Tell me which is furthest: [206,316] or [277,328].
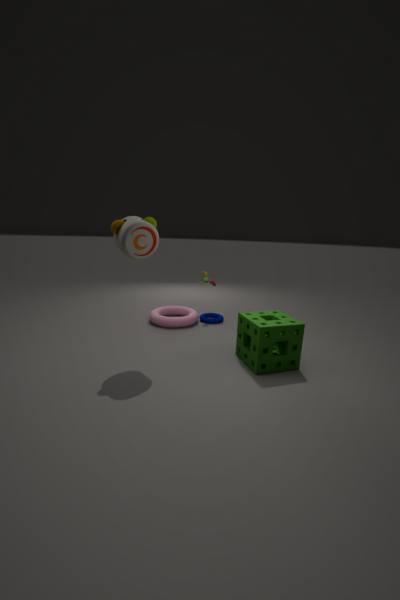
[206,316]
